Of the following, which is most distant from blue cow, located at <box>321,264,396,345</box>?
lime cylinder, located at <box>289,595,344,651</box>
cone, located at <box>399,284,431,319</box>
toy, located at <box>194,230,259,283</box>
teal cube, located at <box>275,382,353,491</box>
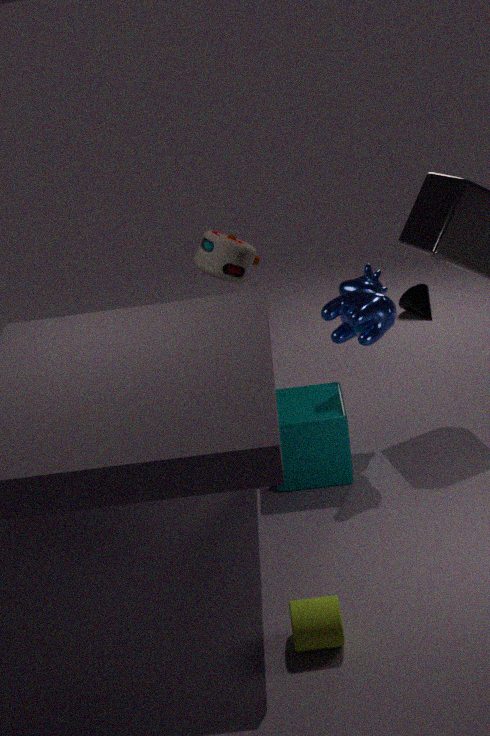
cone, located at <box>399,284,431,319</box>
